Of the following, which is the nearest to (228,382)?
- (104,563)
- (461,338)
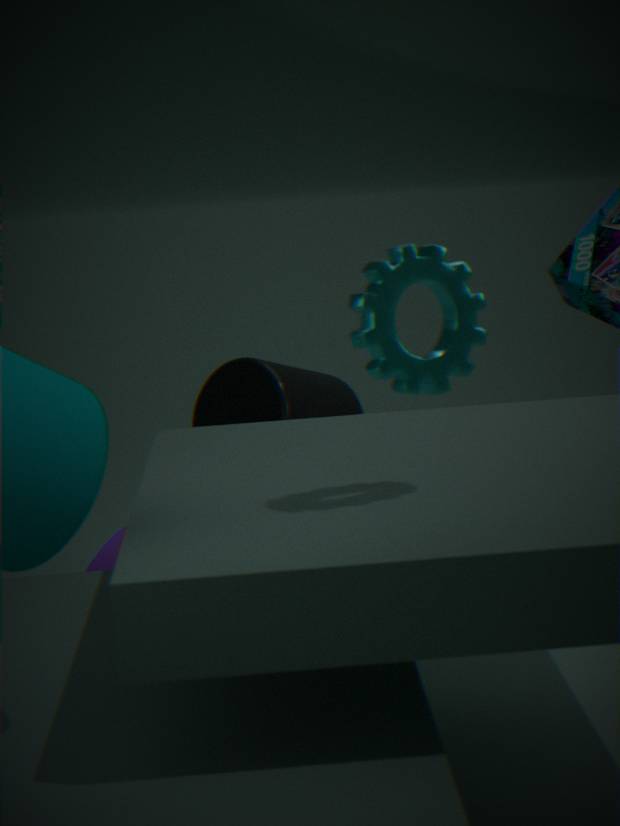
(104,563)
